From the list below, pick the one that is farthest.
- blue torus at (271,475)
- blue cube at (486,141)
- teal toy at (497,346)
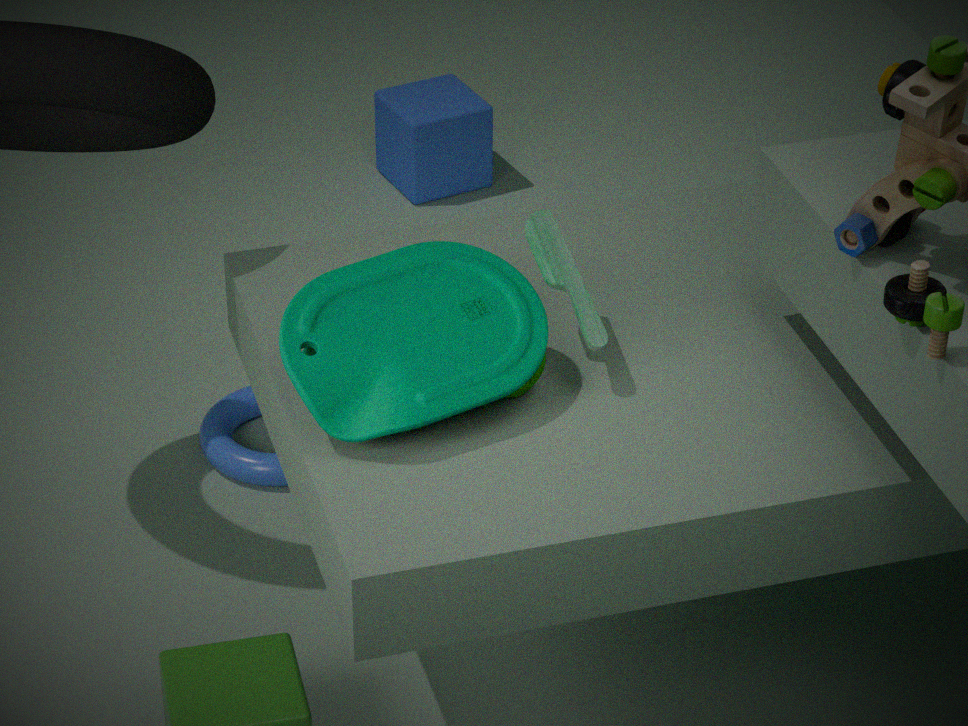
blue cube at (486,141)
